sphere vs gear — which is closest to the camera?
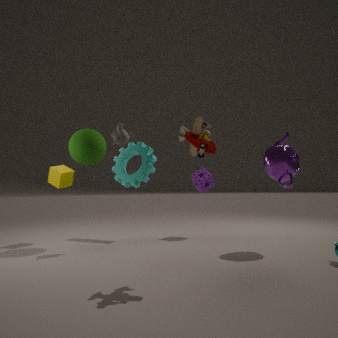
sphere
